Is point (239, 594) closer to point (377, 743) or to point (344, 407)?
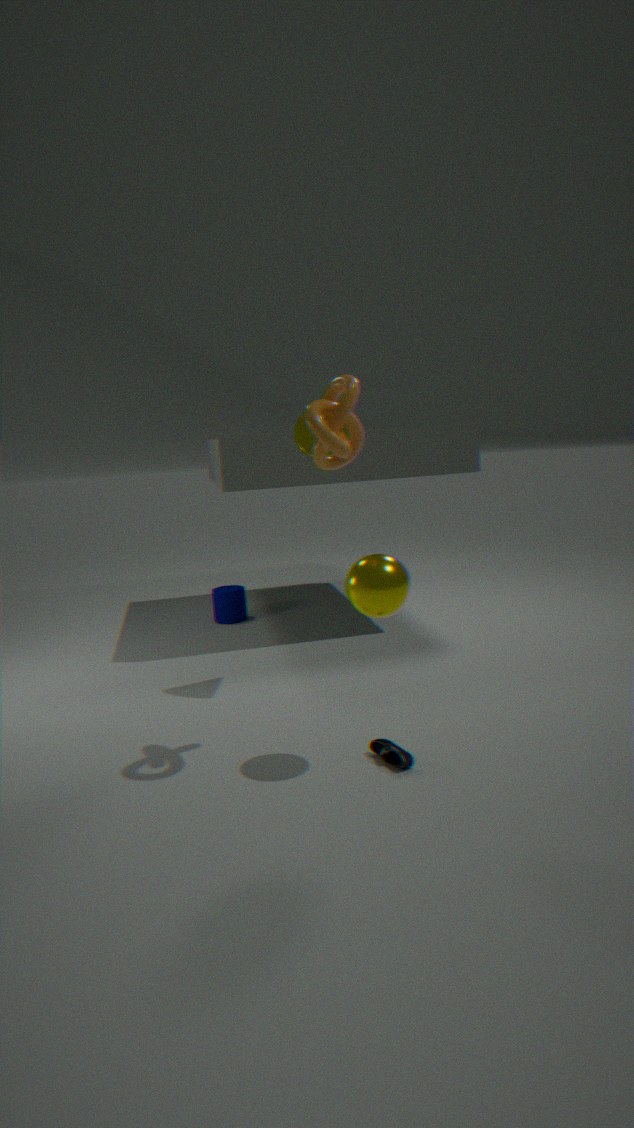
point (377, 743)
